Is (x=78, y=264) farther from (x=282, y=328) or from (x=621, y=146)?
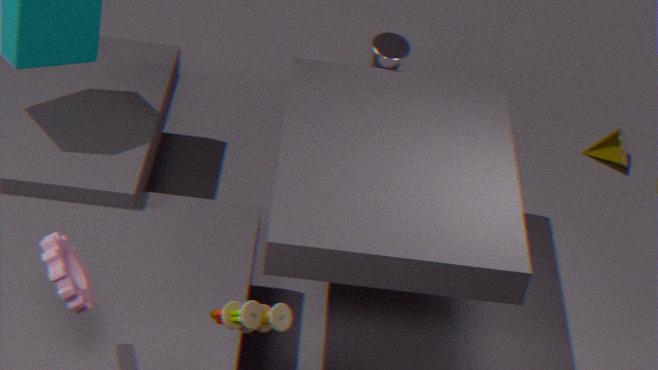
(x=621, y=146)
